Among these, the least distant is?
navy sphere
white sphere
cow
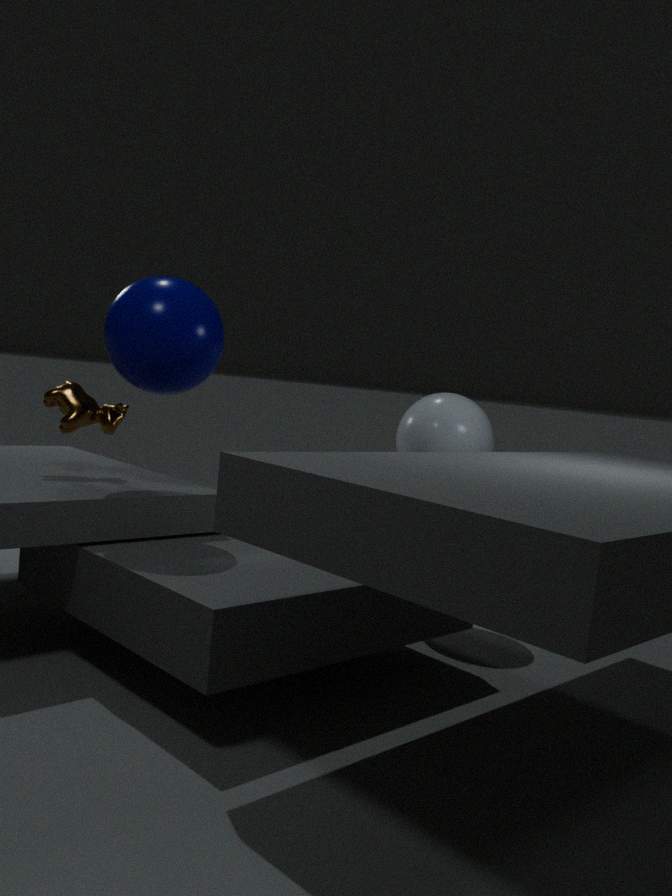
navy sphere
